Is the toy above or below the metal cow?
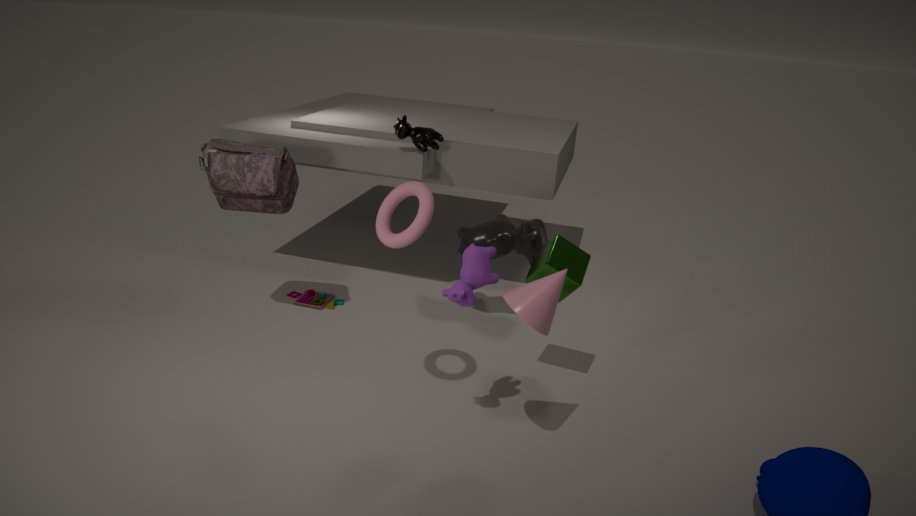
below
